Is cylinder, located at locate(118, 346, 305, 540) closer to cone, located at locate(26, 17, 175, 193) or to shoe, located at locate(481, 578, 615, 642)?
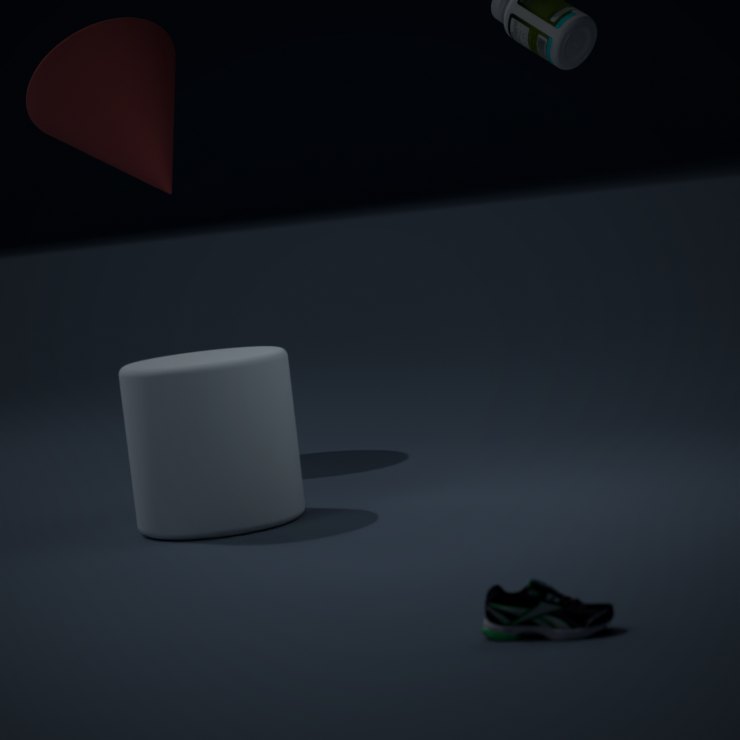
cone, located at locate(26, 17, 175, 193)
